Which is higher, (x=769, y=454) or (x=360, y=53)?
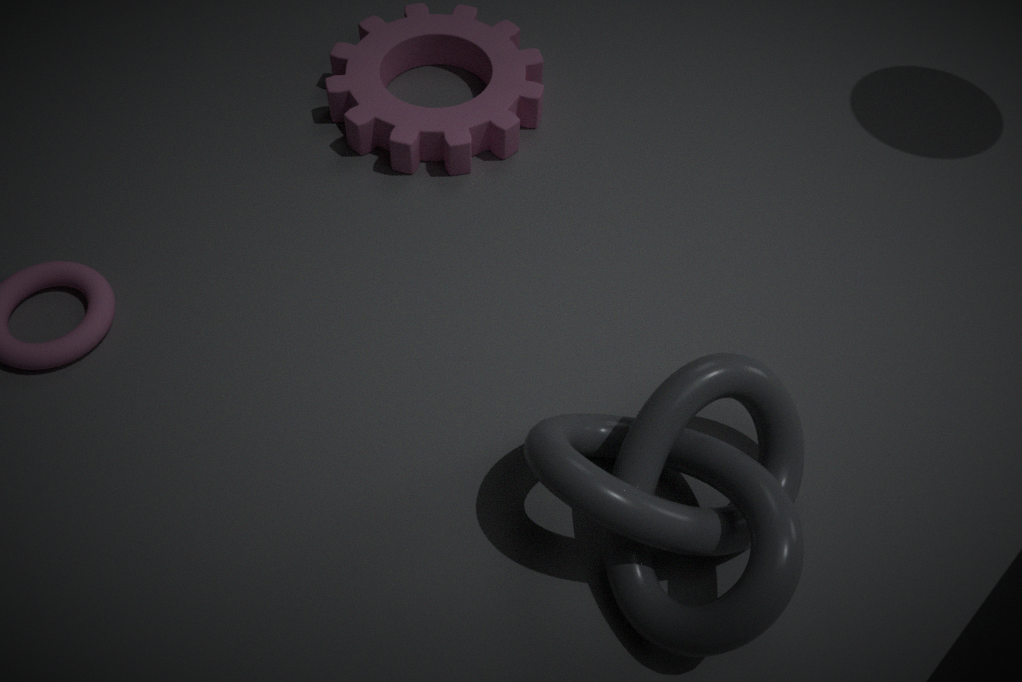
(x=769, y=454)
